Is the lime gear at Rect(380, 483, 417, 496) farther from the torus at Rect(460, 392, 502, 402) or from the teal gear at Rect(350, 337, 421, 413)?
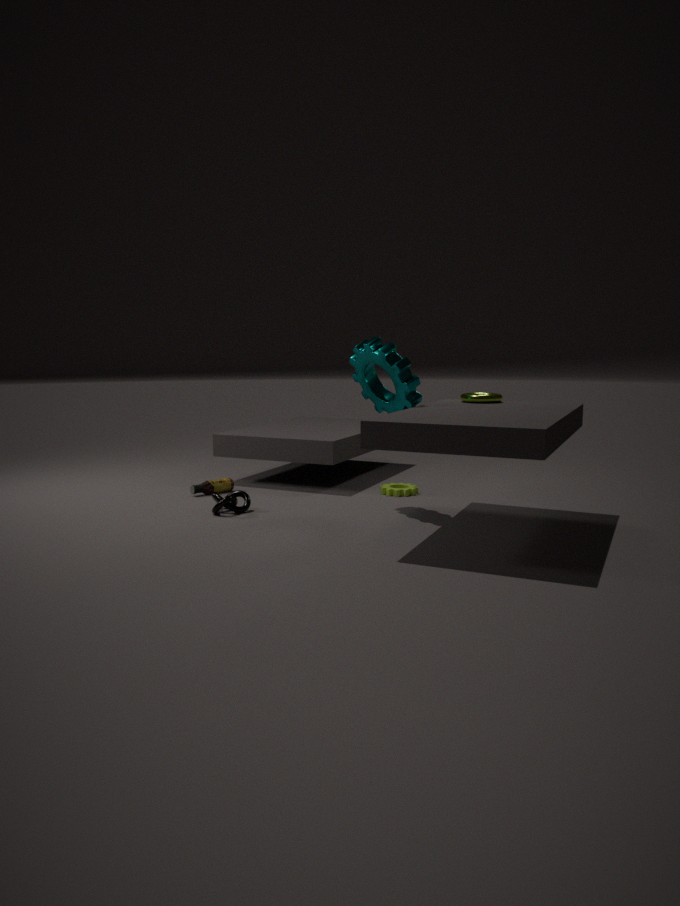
the torus at Rect(460, 392, 502, 402)
